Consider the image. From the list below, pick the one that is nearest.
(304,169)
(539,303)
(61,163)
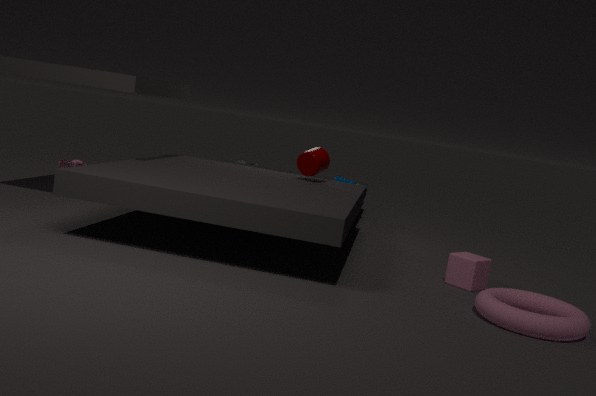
(539,303)
